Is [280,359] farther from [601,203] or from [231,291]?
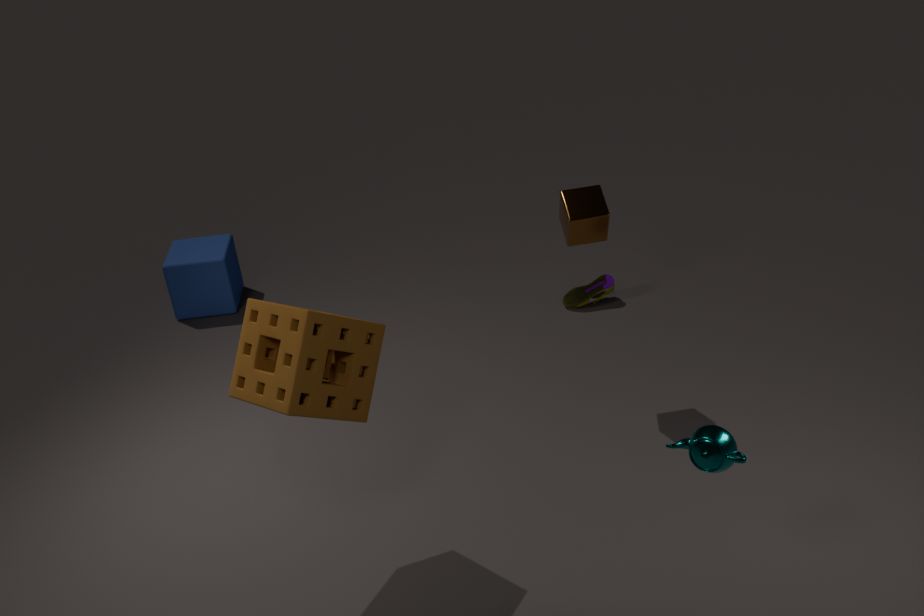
[231,291]
